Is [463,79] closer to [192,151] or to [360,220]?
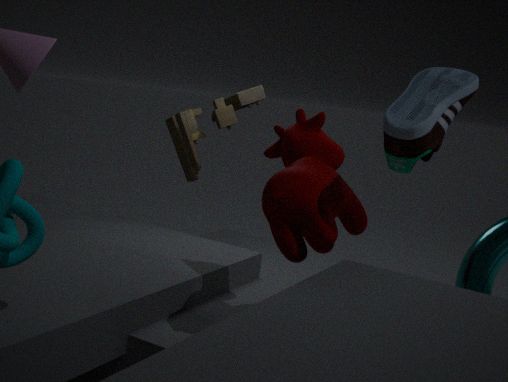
[360,220]
